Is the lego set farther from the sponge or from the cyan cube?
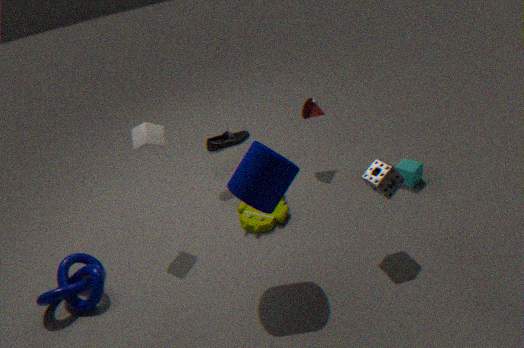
the cyan cube
